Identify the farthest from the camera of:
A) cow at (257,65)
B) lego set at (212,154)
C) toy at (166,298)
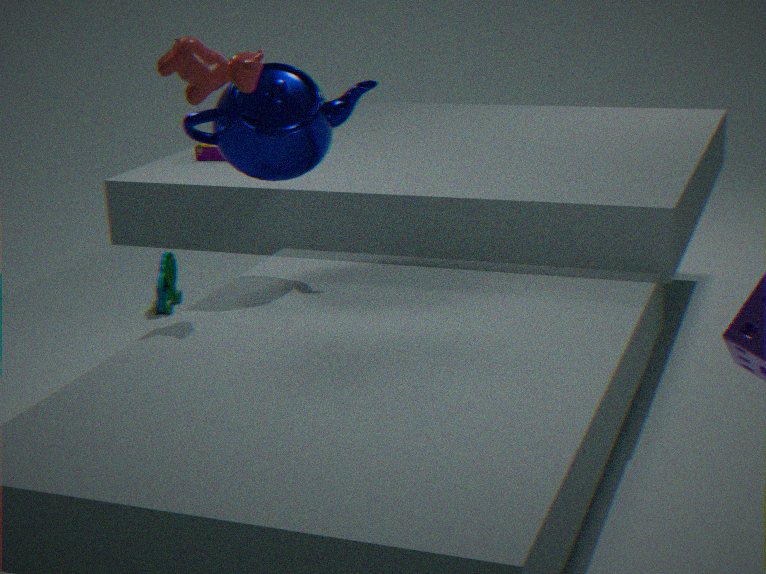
toy at (166,298)
